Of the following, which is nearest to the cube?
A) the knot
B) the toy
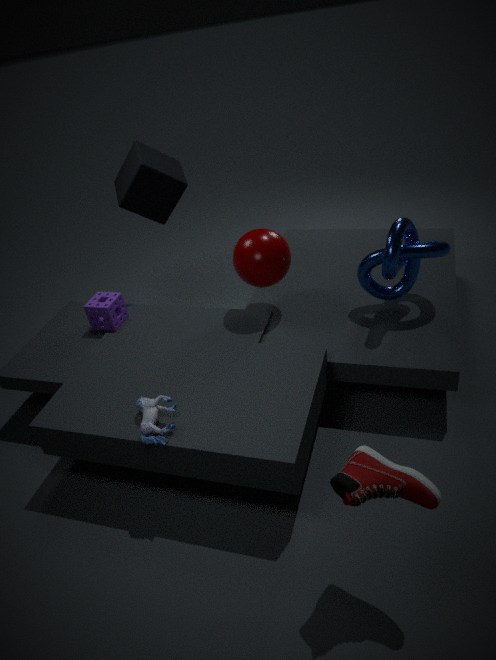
the knot
